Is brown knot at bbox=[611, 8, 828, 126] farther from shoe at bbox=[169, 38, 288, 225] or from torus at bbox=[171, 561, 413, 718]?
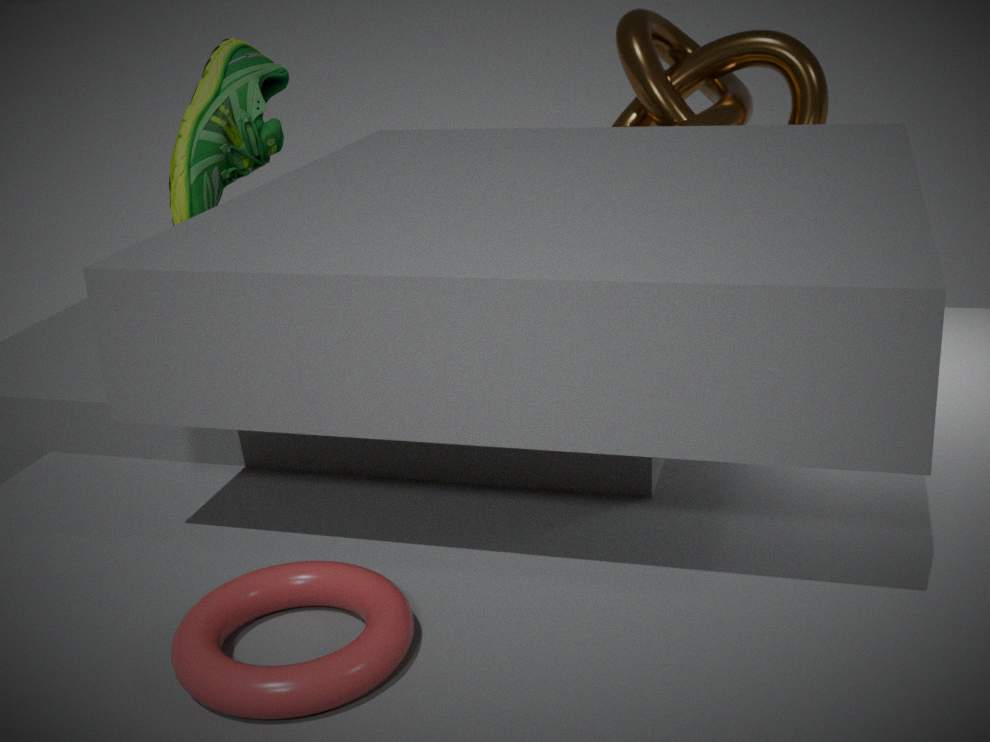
torus at bbox=[171, 561, 413, 718]
